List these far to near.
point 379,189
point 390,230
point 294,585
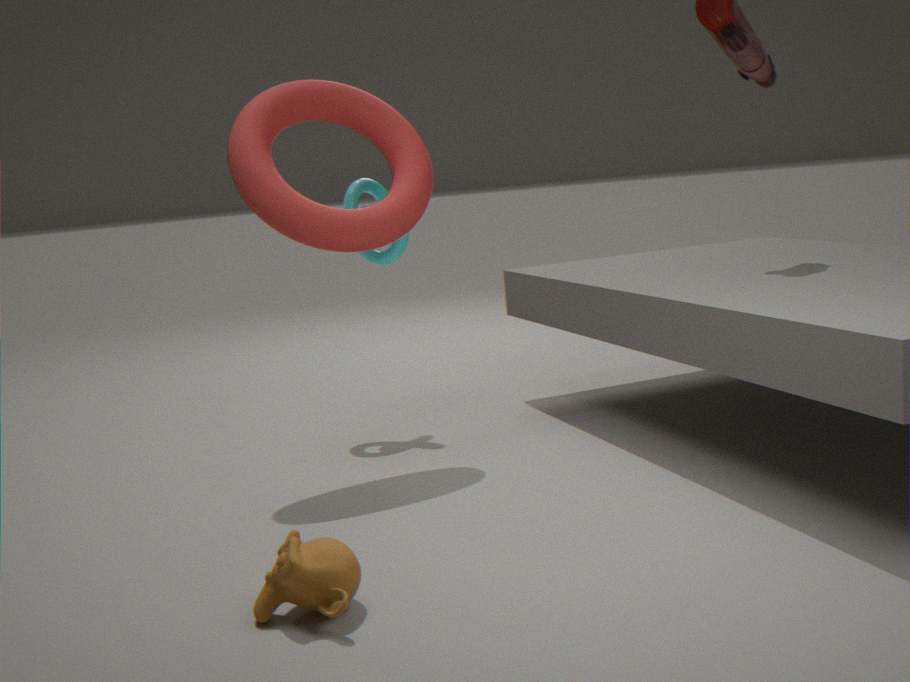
point 379,189
point 390,230
point 294,585
